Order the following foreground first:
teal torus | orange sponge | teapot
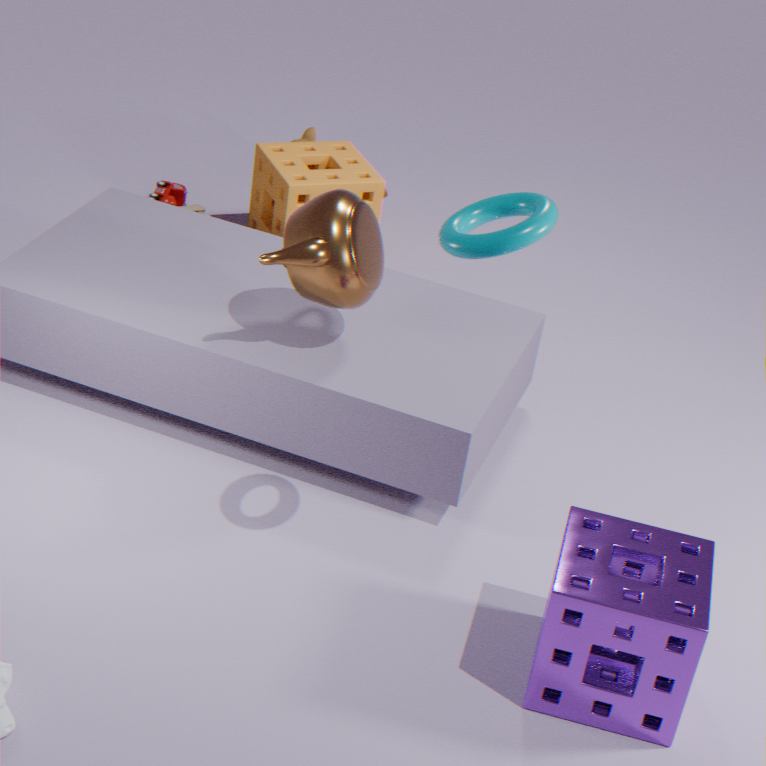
teal torus, teapot, orange sponge
